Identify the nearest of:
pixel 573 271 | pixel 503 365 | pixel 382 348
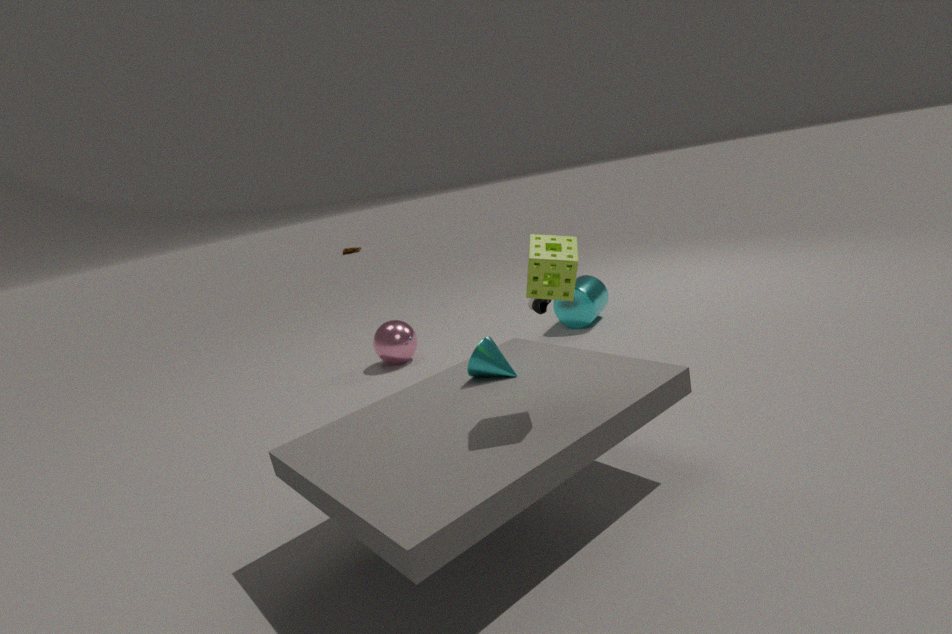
pixel 573 271
